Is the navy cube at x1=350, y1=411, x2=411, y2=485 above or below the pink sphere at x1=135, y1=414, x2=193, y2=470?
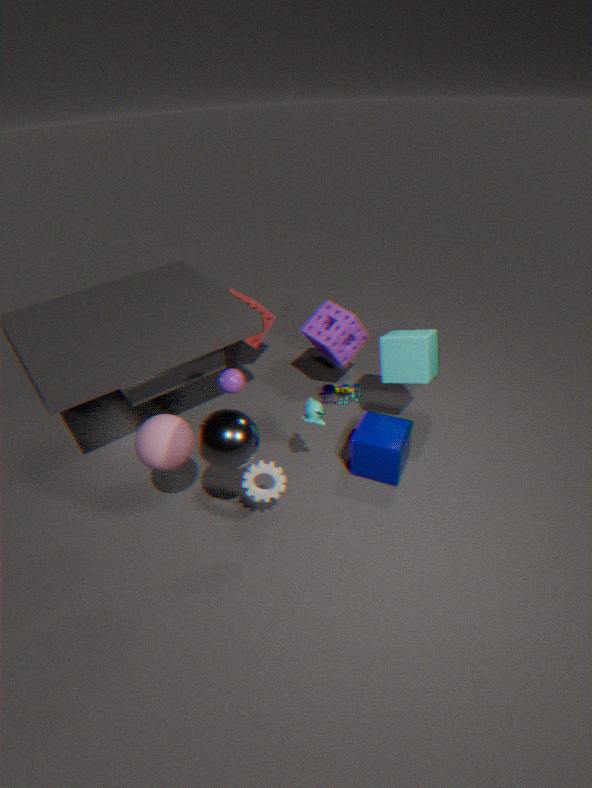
below
